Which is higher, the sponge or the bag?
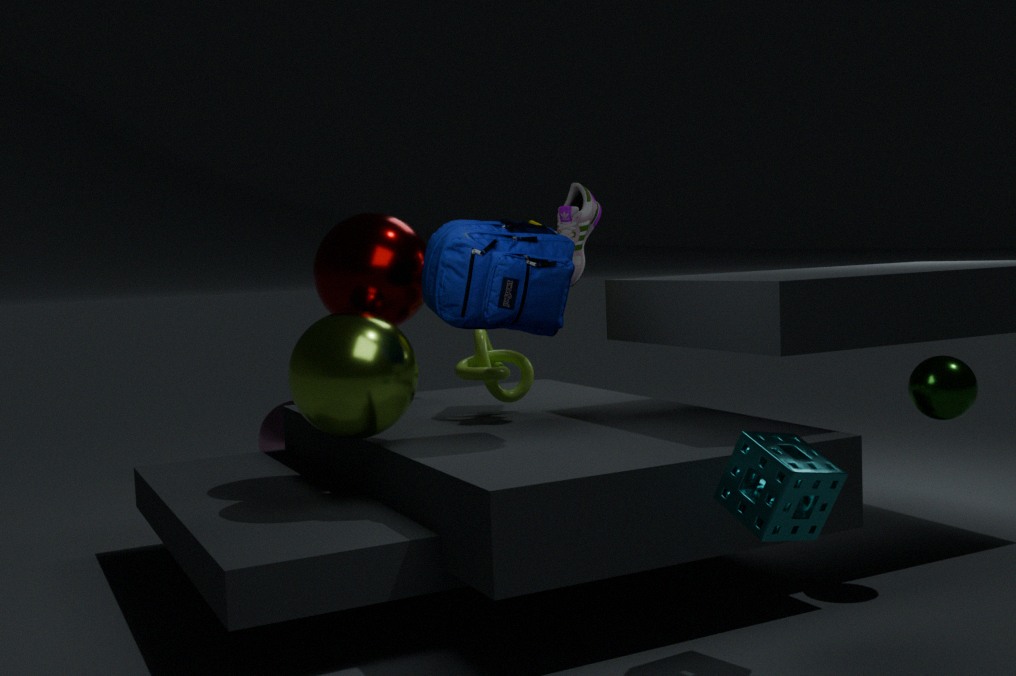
the bag
